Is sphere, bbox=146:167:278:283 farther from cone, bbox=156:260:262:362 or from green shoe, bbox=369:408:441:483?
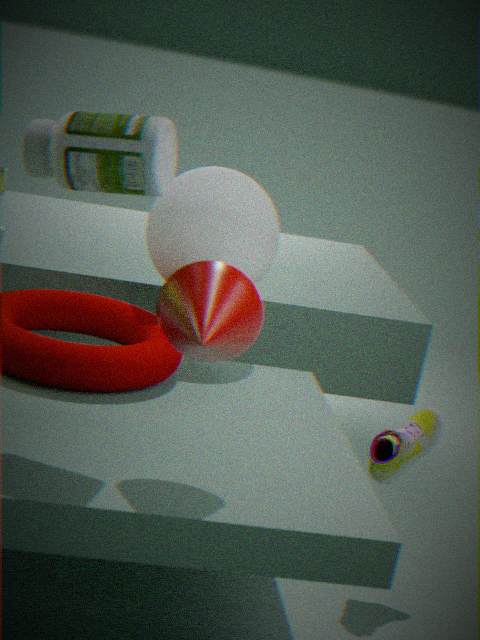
cone, bbox=156:260:262:362
